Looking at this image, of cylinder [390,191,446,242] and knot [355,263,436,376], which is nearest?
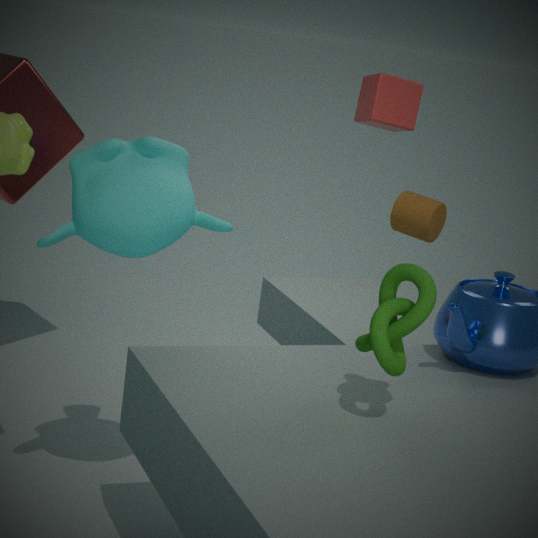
knot [355,263,436,376]
